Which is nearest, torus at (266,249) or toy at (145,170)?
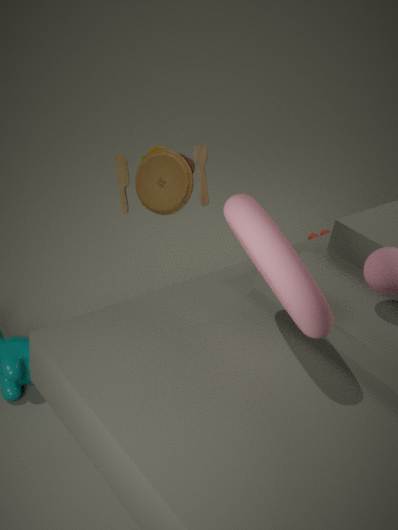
torus at (266,249)
